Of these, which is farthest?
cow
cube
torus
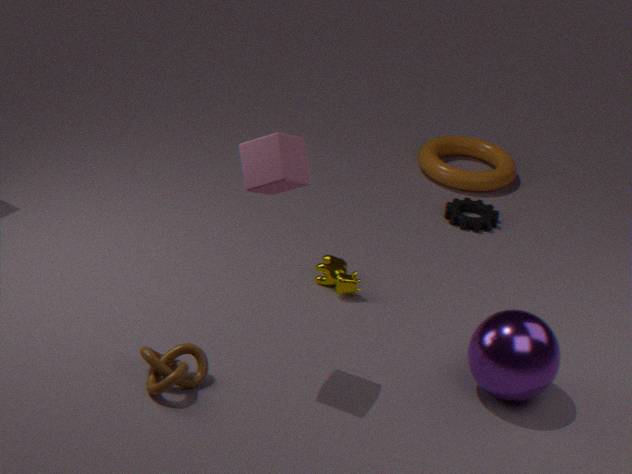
torus
